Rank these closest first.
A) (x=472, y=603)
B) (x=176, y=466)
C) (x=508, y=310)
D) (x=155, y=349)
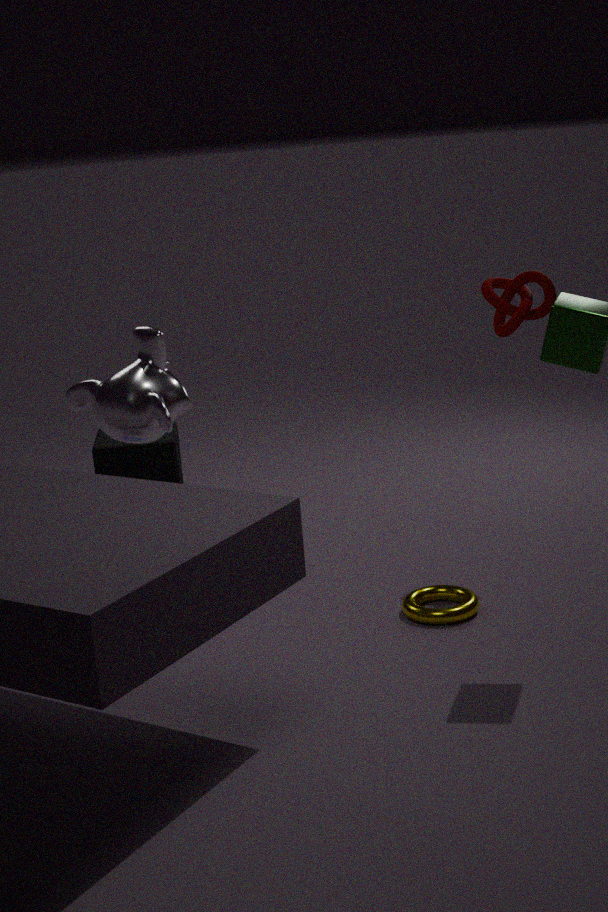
(x=155, y=349), (x=472, y=603), (x=508, y=310), (x=176, y=466)
